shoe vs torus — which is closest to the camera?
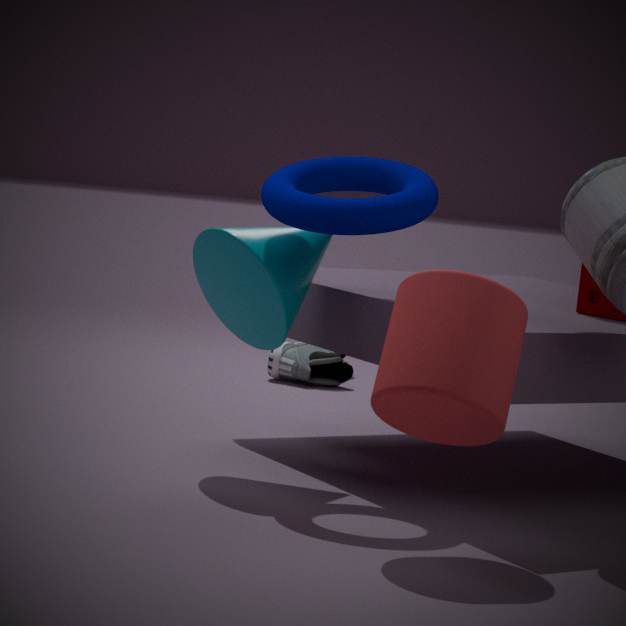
torus
